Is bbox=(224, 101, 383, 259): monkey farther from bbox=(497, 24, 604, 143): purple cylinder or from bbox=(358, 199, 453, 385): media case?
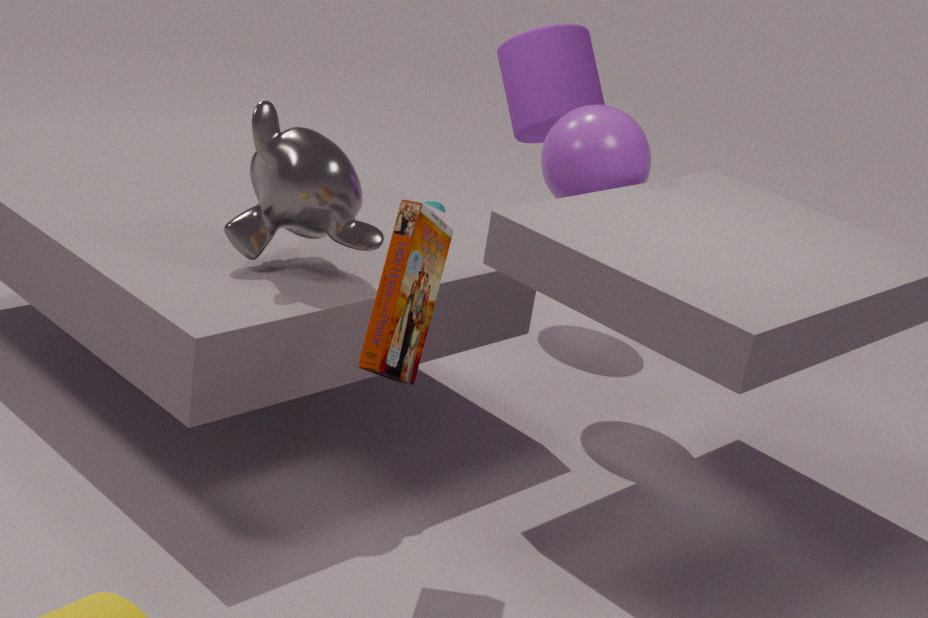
bbox=(497, 24, 604, 143): purple cylinder
